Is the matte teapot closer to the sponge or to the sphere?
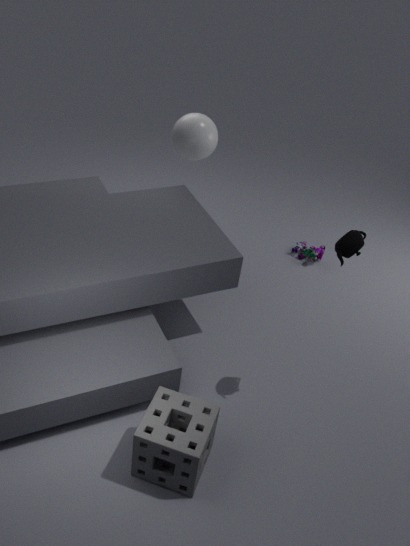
the sponge
